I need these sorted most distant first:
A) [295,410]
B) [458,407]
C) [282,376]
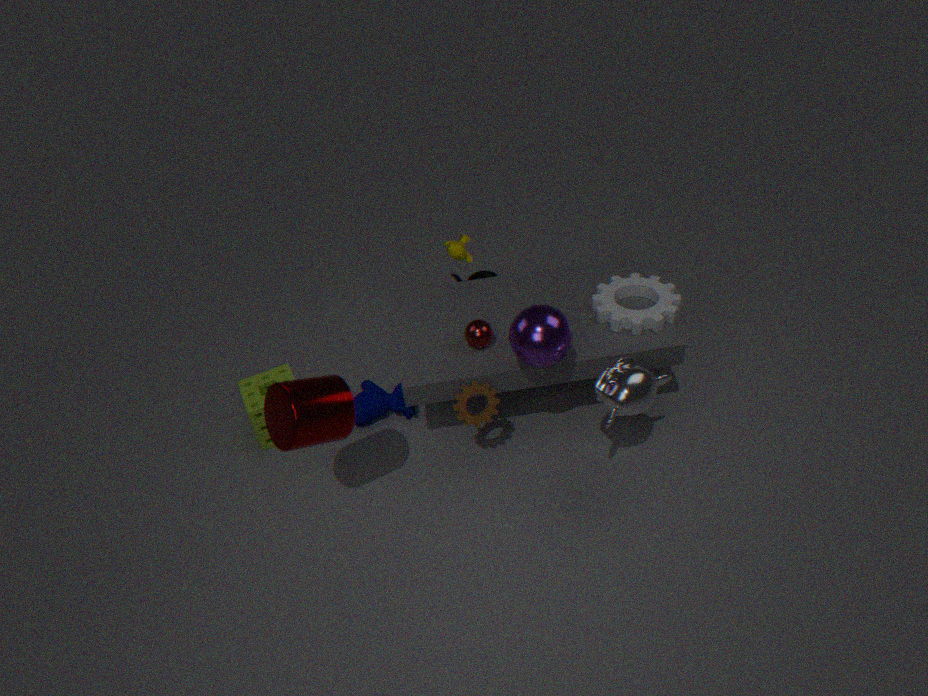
[282,376] < [458,407] < [295,410]
